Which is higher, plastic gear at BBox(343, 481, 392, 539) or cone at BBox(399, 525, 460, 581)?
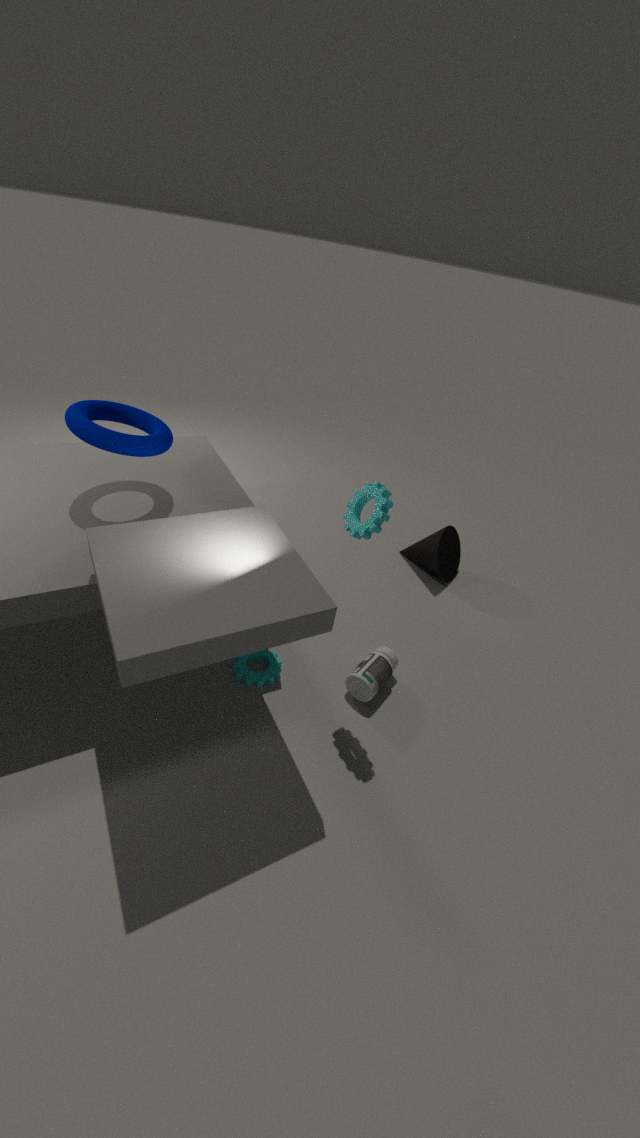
plastic gear at BBox(343, 481, 392, 539)
